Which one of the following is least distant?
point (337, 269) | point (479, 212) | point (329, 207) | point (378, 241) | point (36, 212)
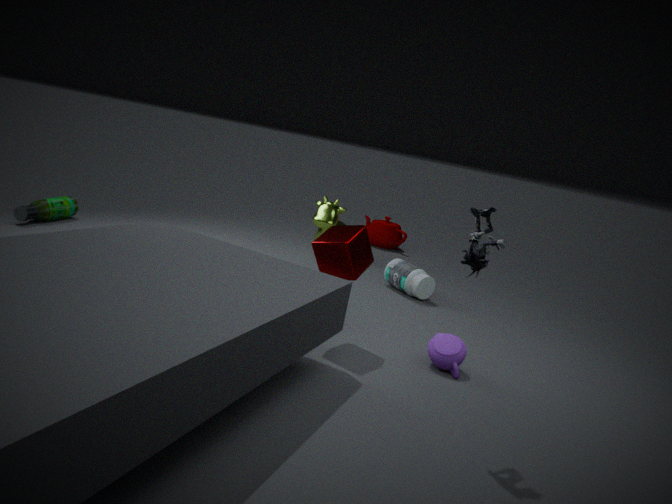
point (479, 212)
